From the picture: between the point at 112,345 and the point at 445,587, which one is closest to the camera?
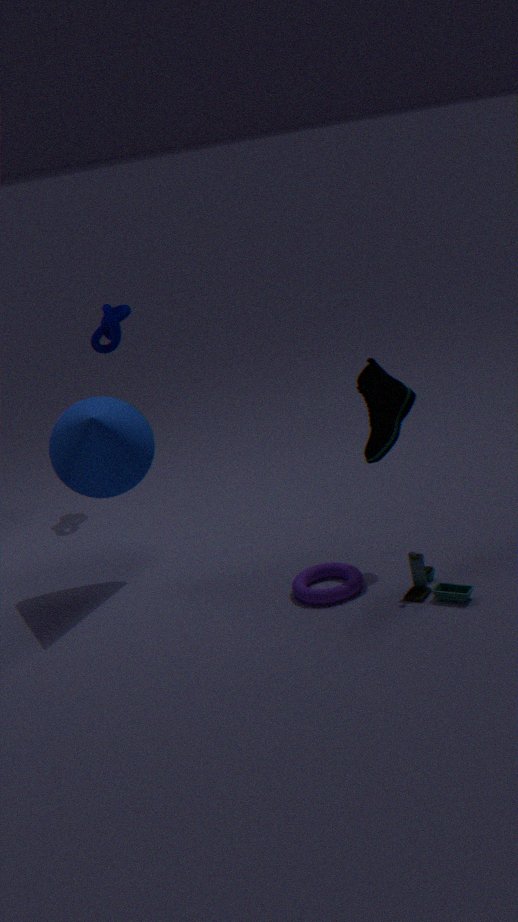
the point at 445,587
